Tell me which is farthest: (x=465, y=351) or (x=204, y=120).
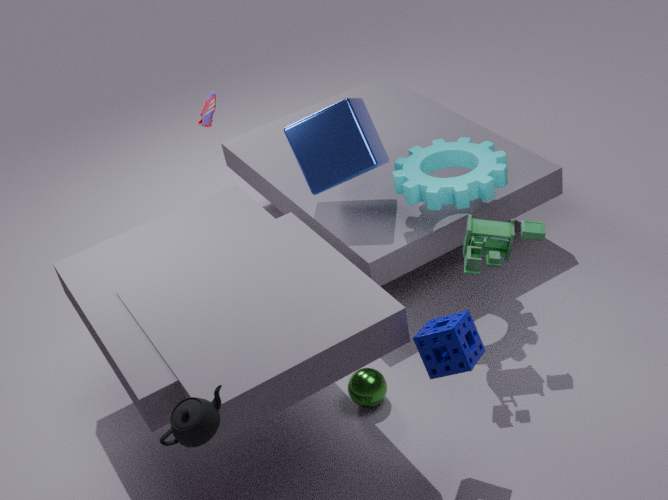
(x=204, y=120)
